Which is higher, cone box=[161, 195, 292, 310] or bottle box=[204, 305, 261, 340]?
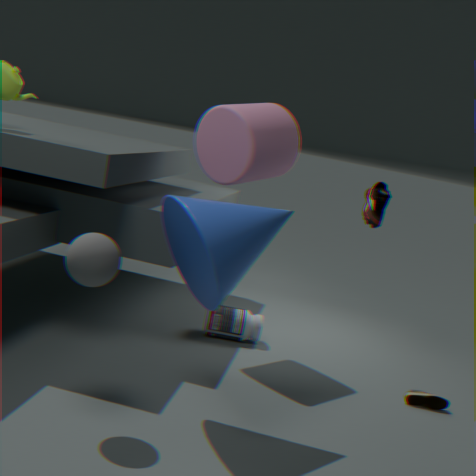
cone box=[161, 195, 292, 310]
